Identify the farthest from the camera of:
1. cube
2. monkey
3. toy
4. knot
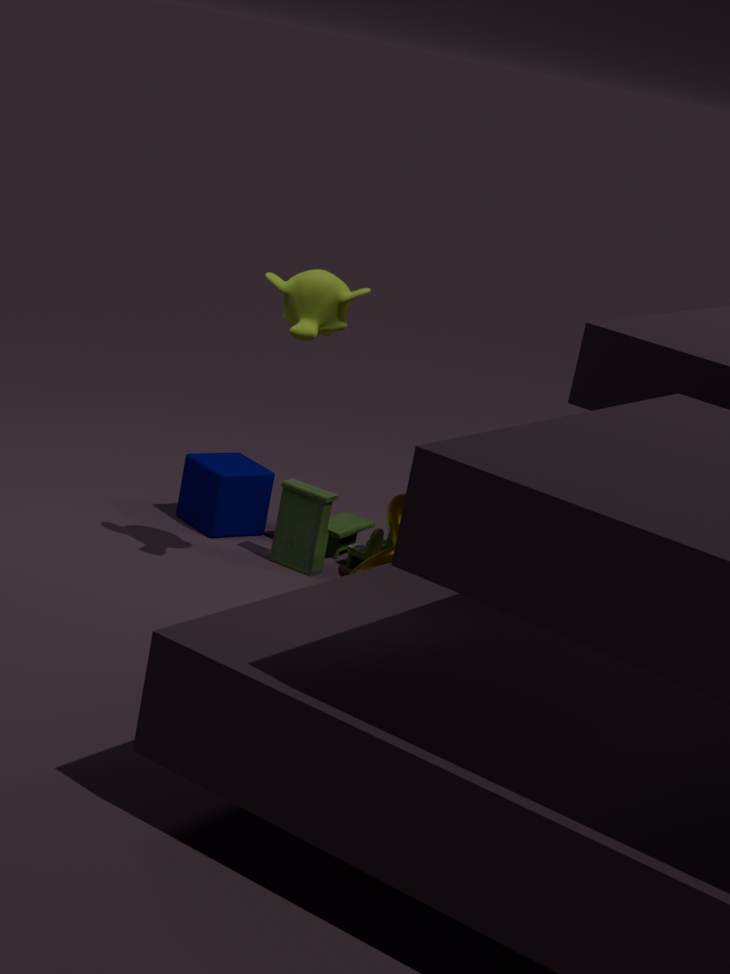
cube
